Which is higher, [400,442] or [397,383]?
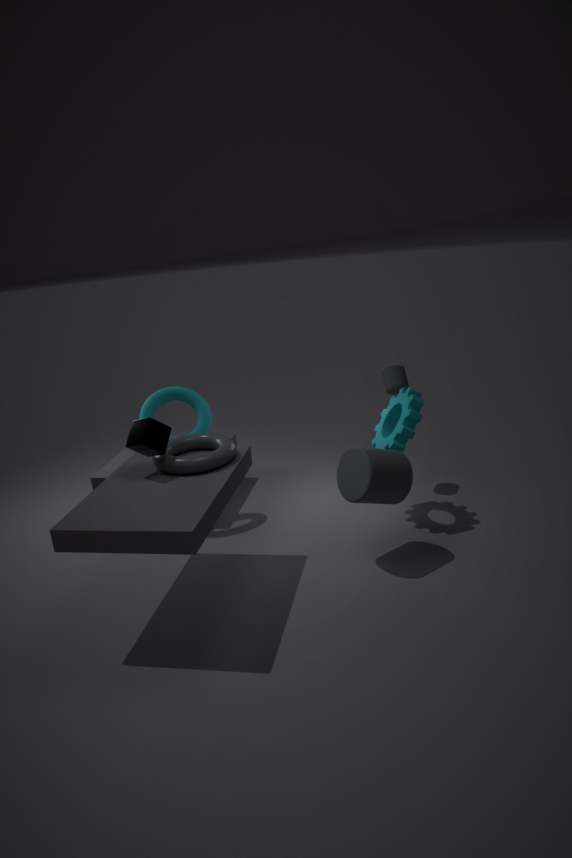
[397,383]
